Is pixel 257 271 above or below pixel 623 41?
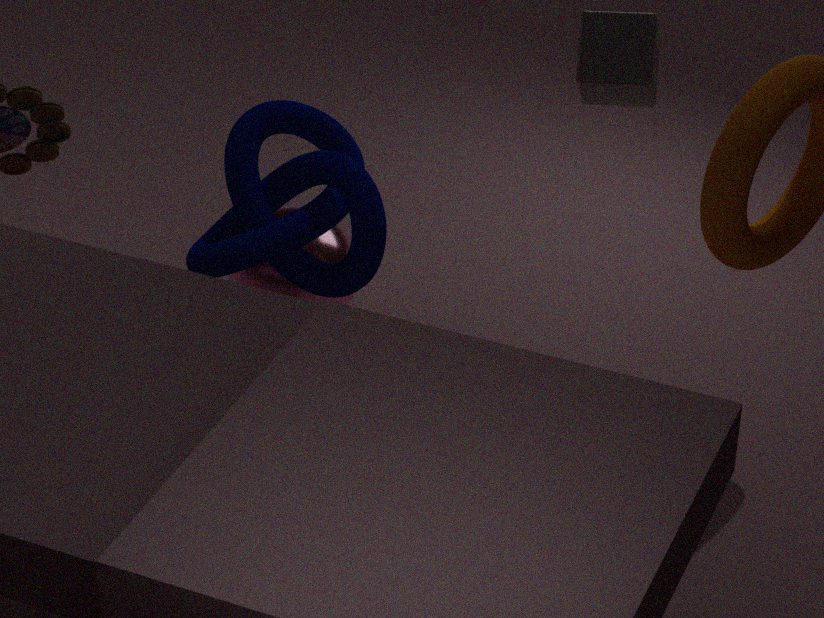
below
